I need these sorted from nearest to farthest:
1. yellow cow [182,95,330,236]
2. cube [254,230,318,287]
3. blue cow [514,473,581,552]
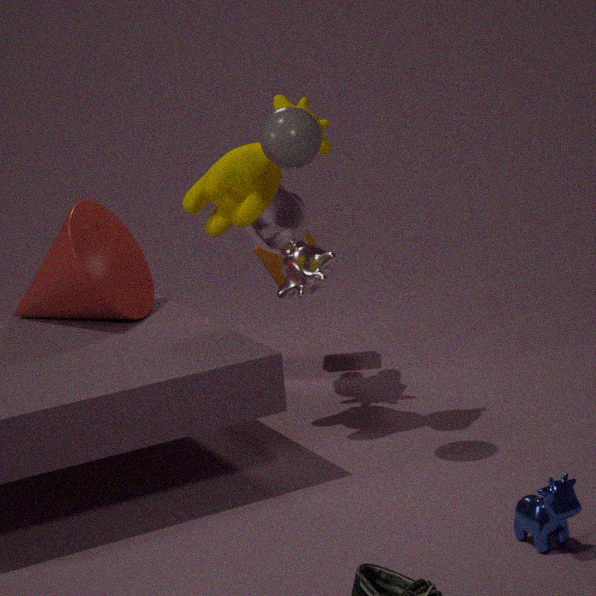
blue cow [514,473,581,552], yellow cow [182,95,330,236], cube [254,230,318,287]
